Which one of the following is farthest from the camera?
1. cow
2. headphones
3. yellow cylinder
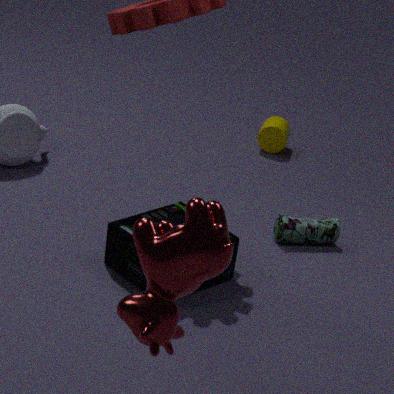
yellow cylinder
